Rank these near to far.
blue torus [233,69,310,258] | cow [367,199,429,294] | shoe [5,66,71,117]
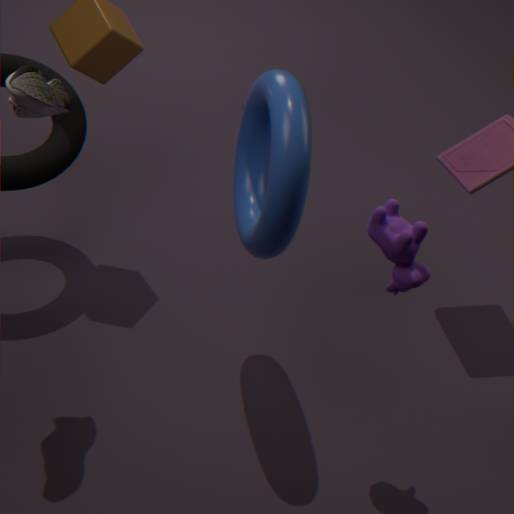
shoe [5,66,71,117], blue torus [233,69,310,258], cow [367,199,429,294]
